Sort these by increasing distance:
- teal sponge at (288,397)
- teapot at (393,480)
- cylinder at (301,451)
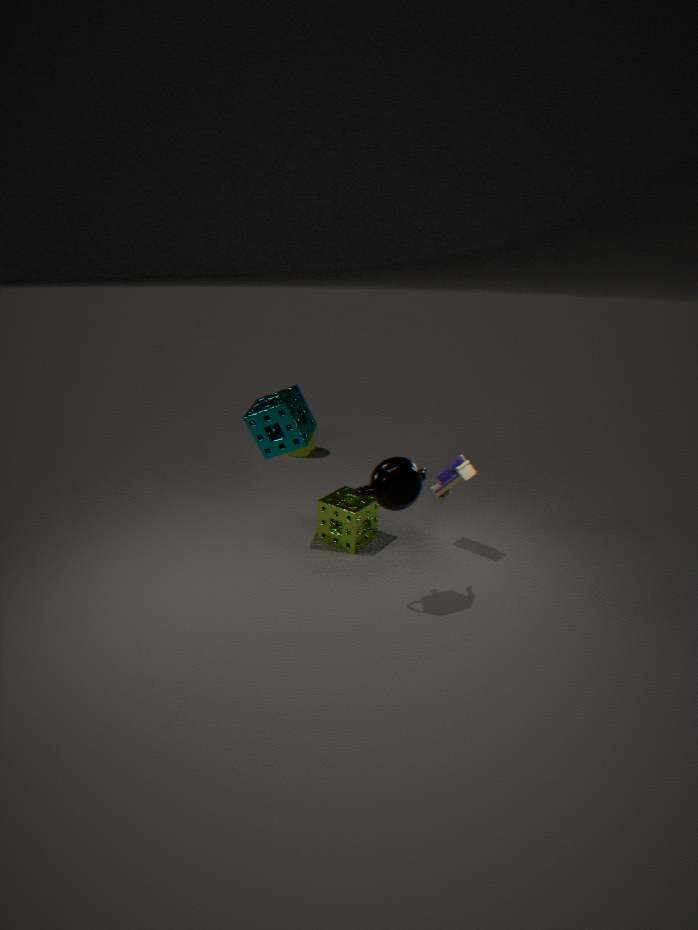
teapot at (393,480) < teal sponge at (288,397) < cylinder at (301,451)
